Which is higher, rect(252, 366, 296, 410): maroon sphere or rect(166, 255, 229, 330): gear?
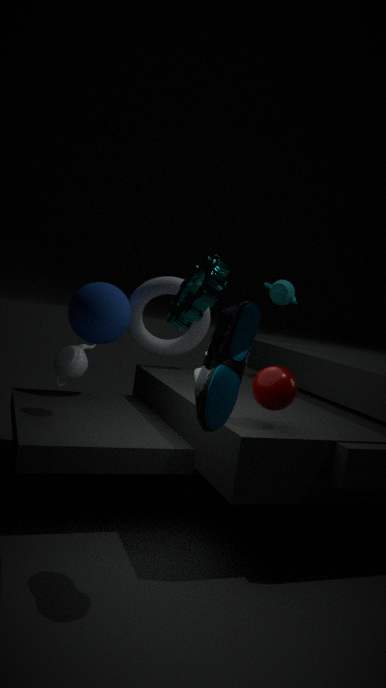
rect(166, 255, 229, 330): gear
